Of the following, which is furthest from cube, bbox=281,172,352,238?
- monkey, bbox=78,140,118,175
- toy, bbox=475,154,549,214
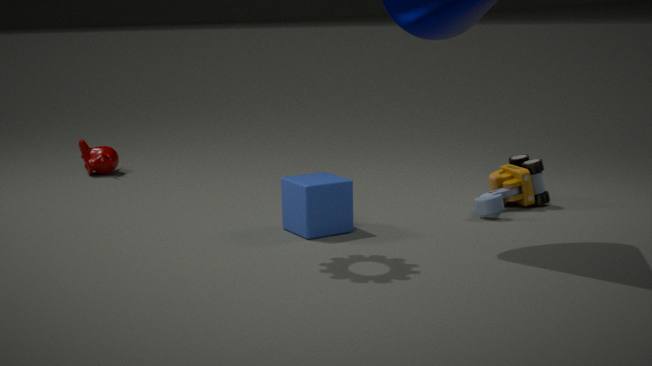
monkey, bbox=78,140,118,175
